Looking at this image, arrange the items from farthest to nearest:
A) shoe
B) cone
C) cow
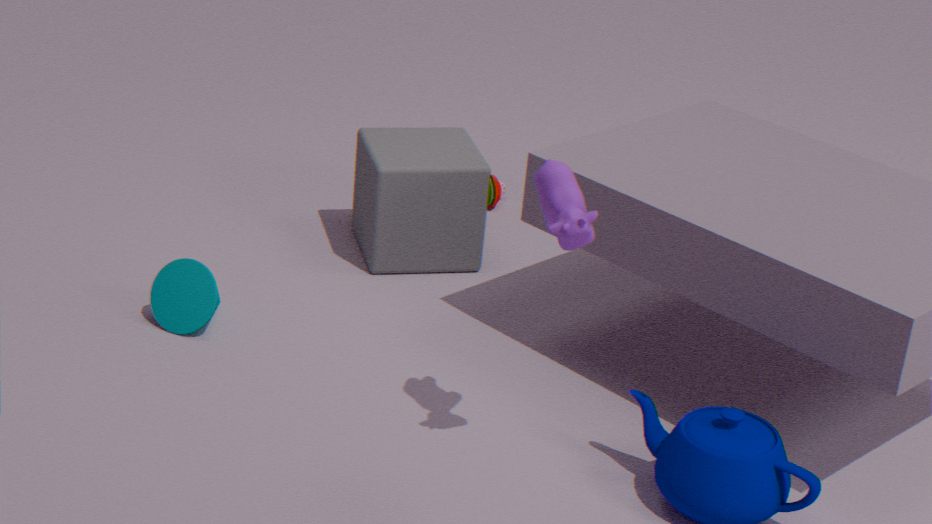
shoe, cone, cow
